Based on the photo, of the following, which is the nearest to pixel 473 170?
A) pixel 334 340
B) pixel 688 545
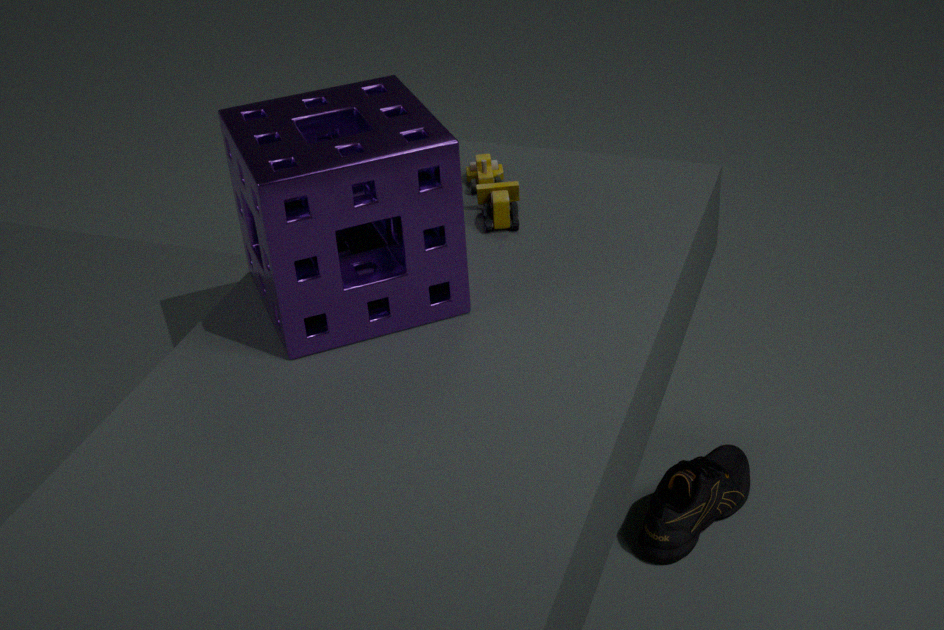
pixel 334 340
